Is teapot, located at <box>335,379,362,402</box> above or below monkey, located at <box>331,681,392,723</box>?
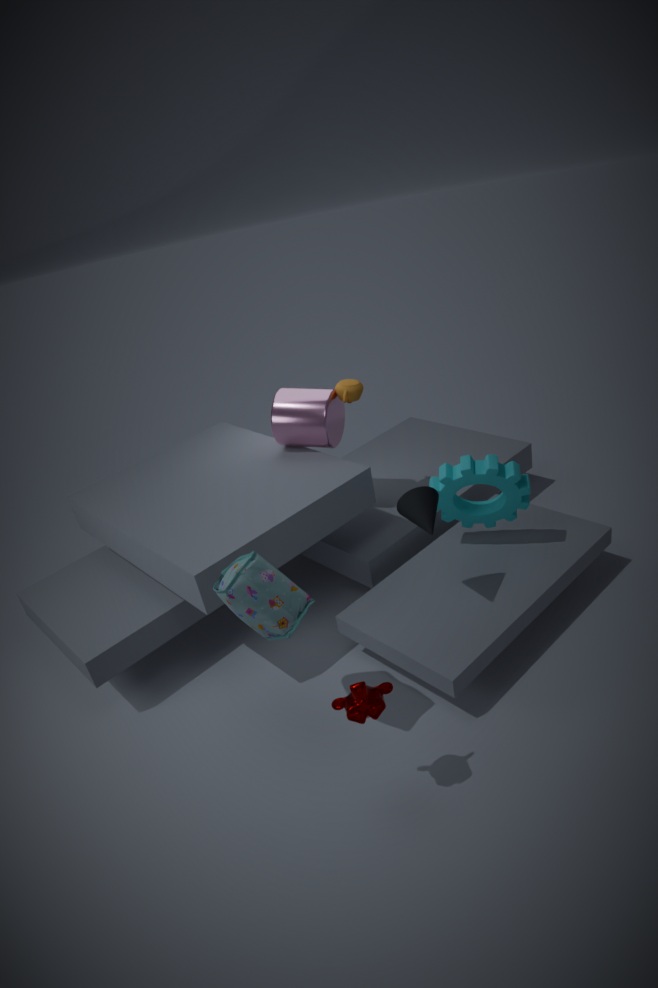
above
